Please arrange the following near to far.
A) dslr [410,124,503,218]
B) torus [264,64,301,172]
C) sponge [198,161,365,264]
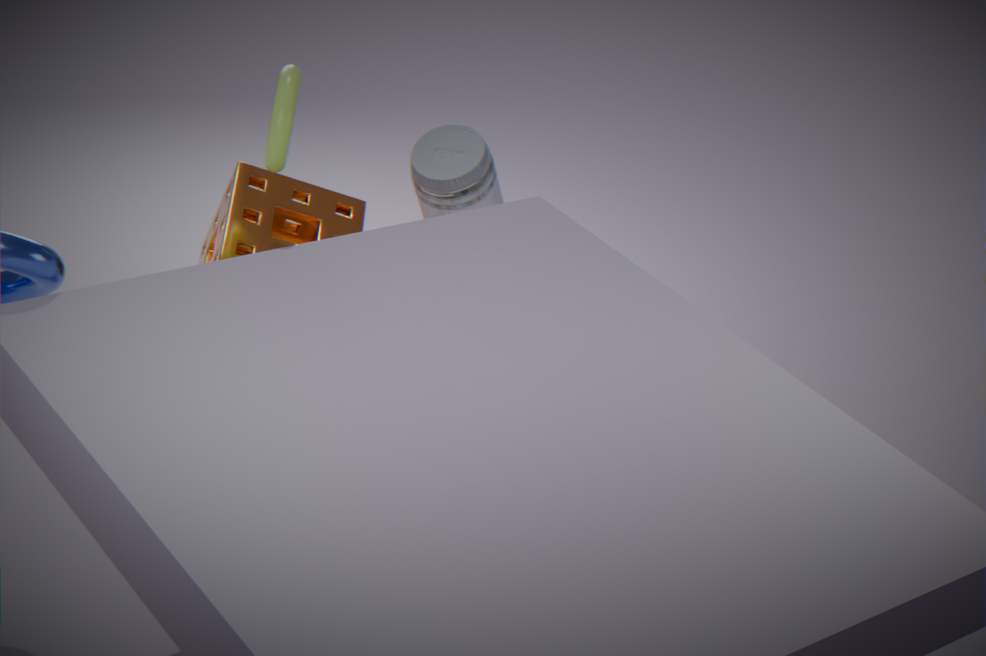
torus [264,64,301,172] < sponge [198,161,365,264] < dslr [410,124,503,218]
